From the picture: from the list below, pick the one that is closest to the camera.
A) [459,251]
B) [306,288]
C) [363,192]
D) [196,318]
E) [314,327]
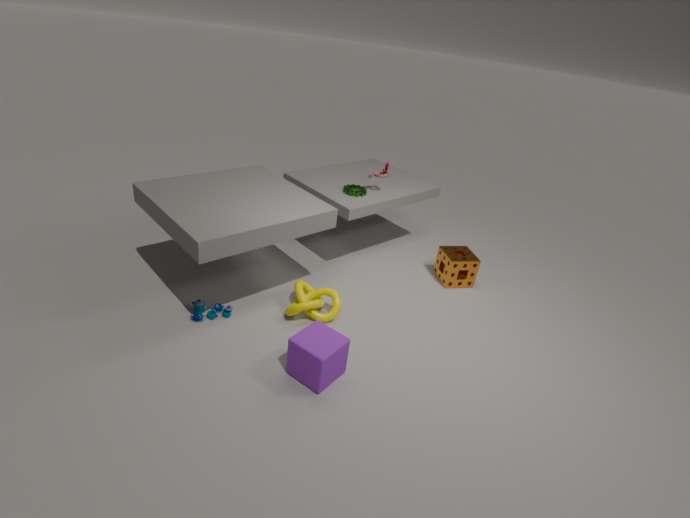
E. [314,327]
